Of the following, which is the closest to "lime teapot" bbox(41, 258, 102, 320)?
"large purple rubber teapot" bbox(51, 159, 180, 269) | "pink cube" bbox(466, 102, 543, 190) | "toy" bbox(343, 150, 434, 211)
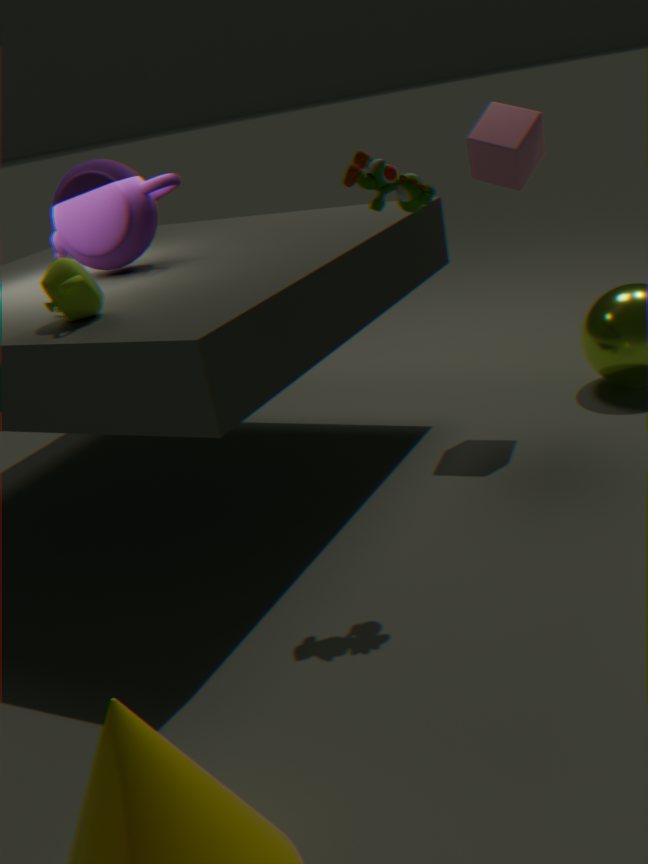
"large purple rubber teapot" bbox(51, 159, 180, 269)
